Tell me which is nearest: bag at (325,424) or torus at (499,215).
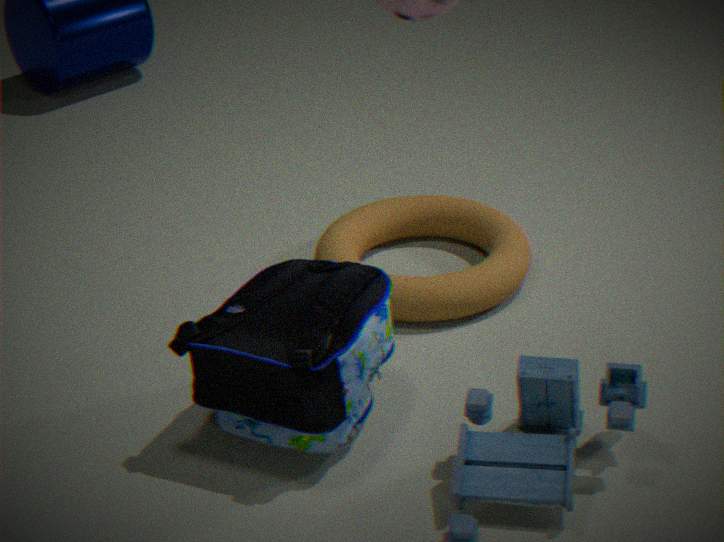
bag at (325,424)
